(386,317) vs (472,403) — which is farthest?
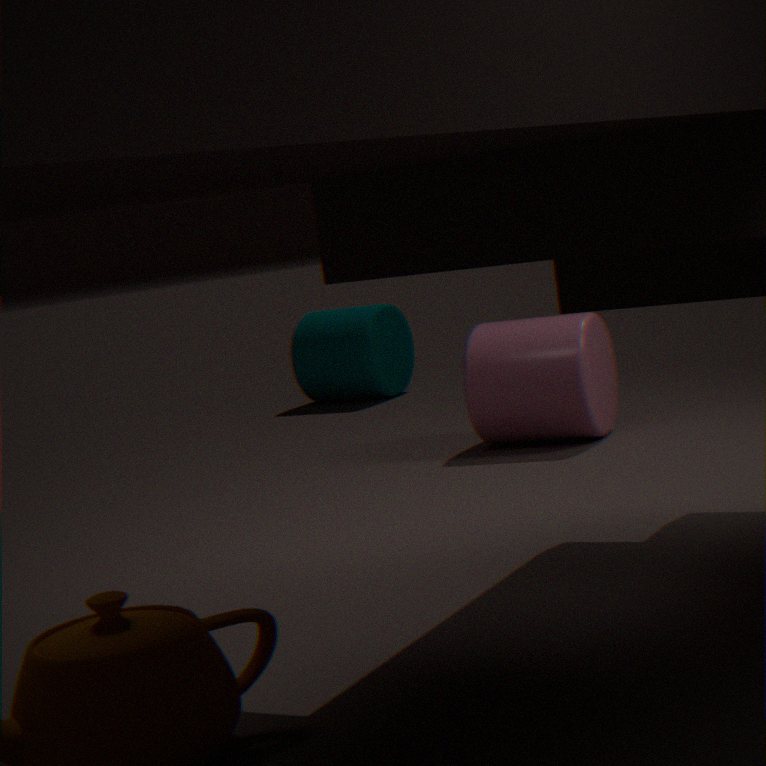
(386,317)
